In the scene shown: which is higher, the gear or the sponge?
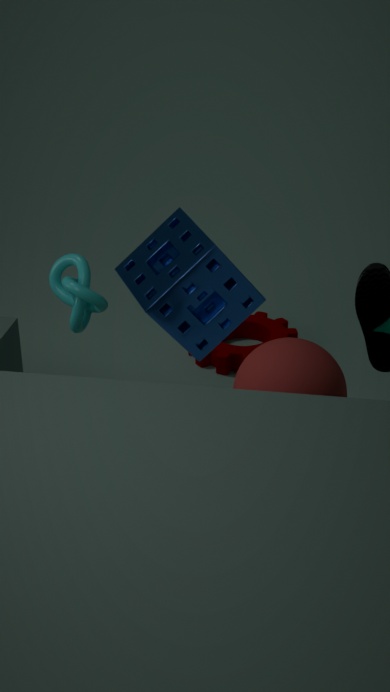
the sponge
